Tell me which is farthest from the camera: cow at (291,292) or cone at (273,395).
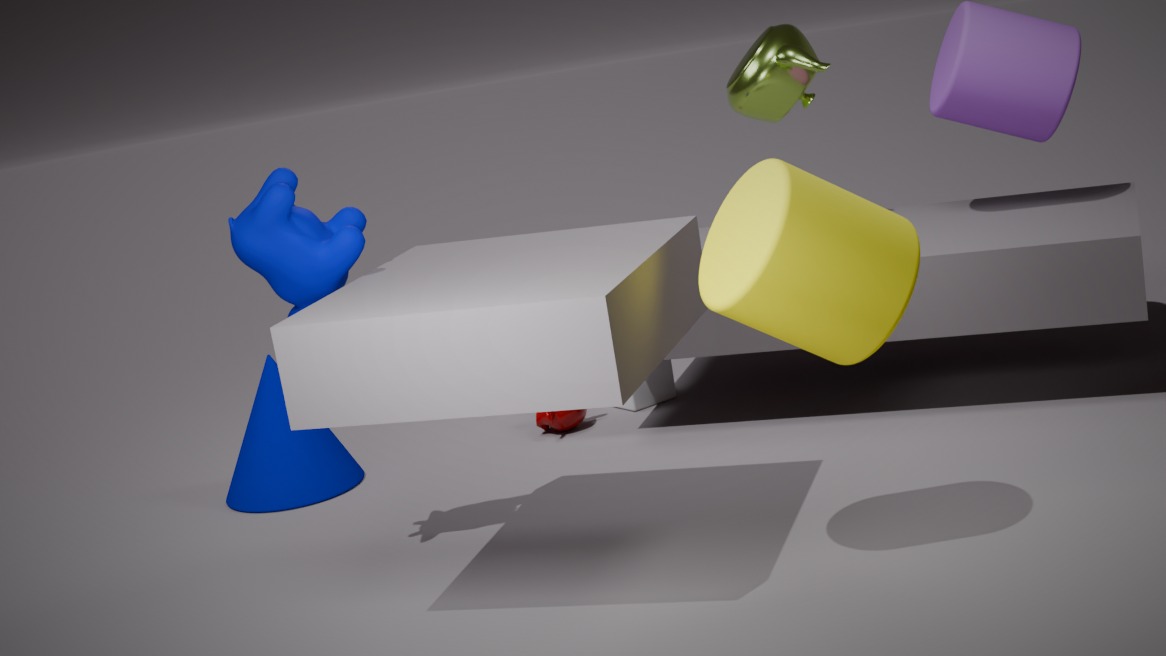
cone at (273,395)
